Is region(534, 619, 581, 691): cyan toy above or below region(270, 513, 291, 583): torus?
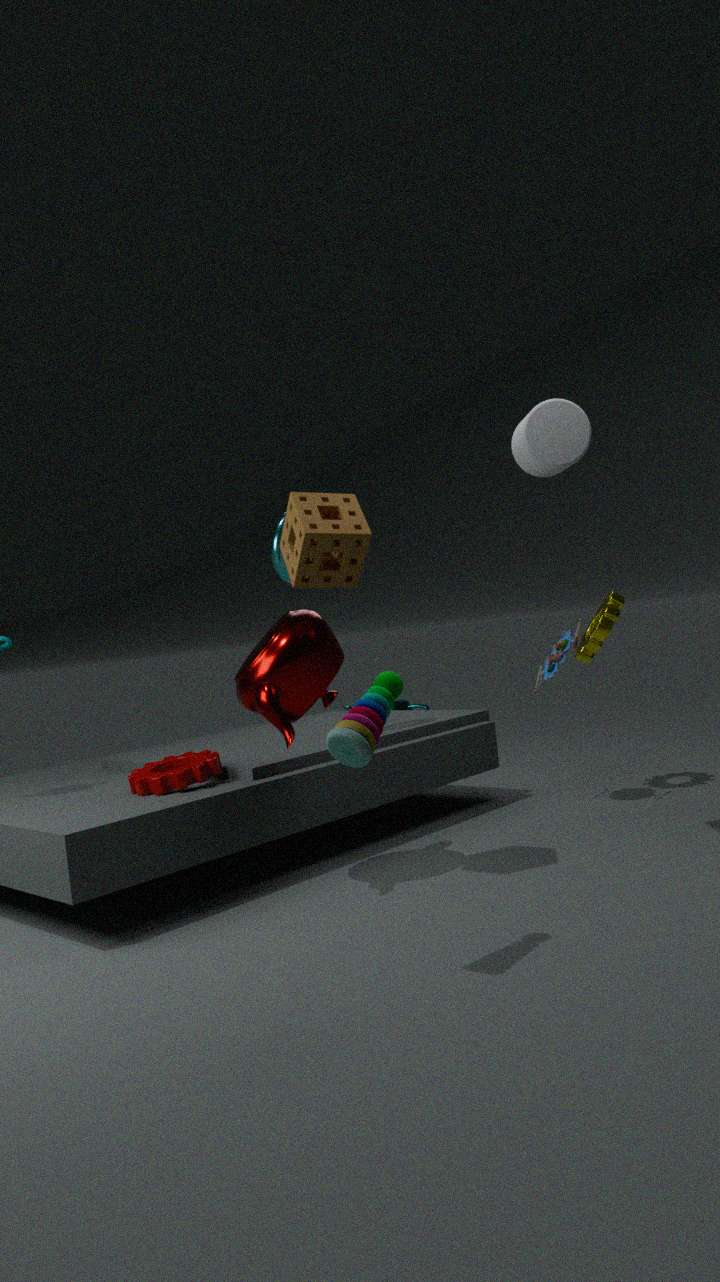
below
